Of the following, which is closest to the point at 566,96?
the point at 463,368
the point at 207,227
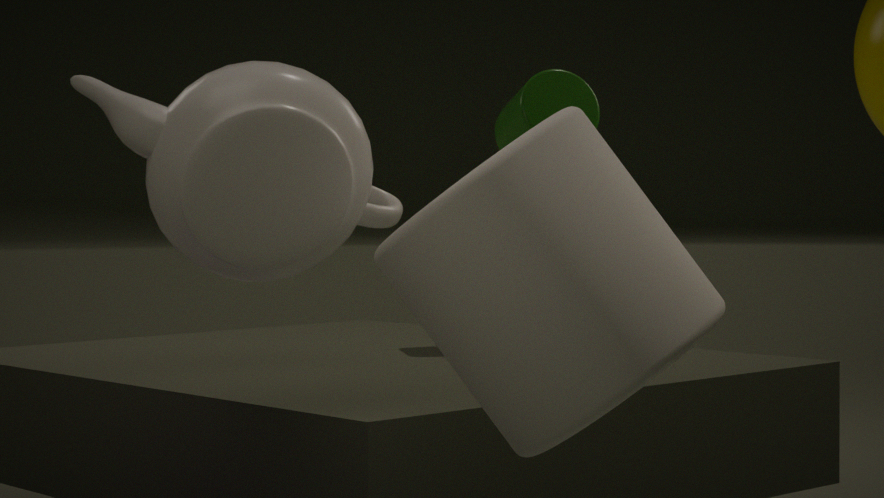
the point at 207,227
